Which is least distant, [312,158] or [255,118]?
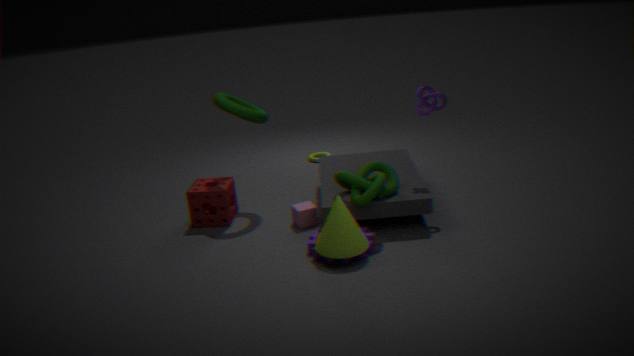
[255,118]
